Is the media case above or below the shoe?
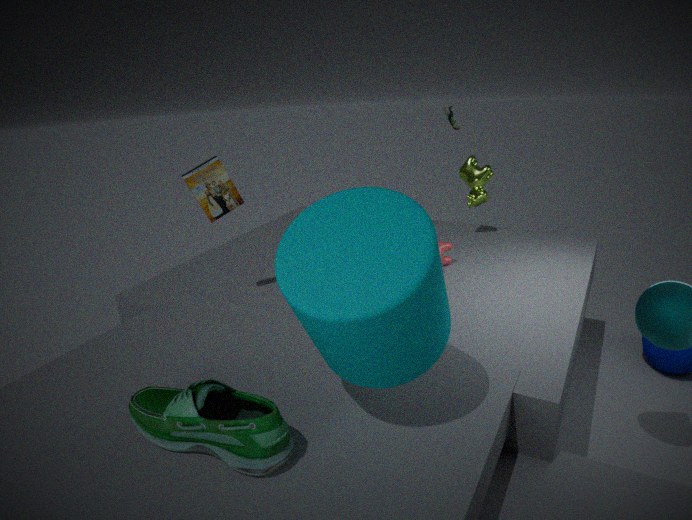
above
